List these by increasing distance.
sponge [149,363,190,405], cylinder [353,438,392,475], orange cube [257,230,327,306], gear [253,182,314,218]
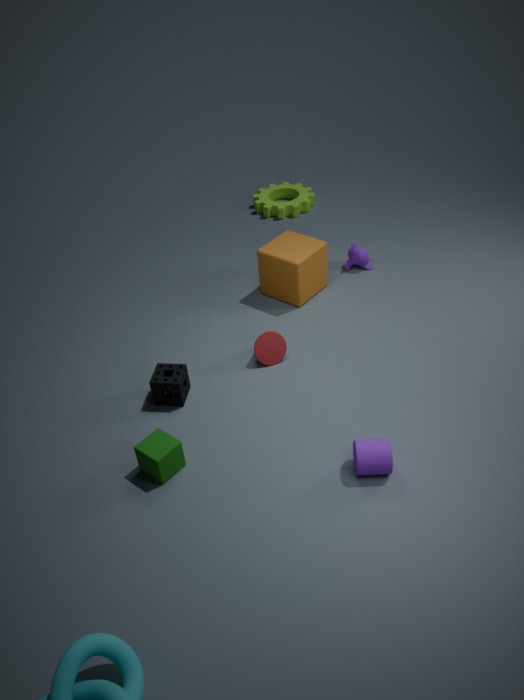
cylinder [353,438,392,475] → sponge [149,363,190,405] → orange cube [257,230,327,306] → gear [253,182,314,218]
